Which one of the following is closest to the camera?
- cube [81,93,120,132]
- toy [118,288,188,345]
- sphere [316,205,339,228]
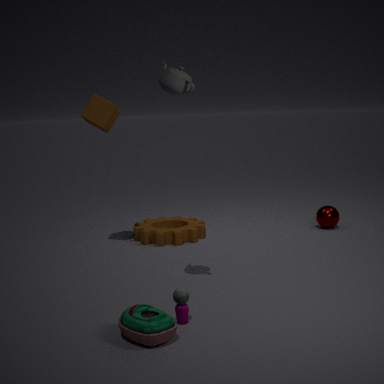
toy [118,288,188,345]
